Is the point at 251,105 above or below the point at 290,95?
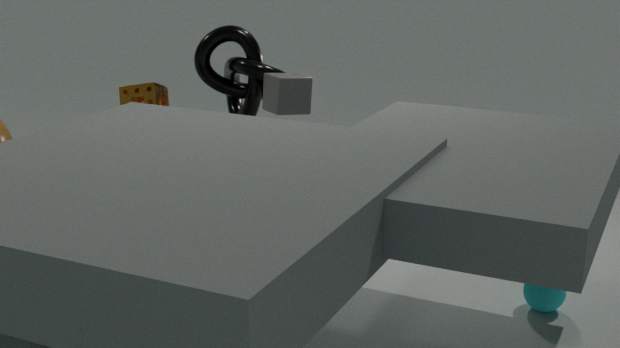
above
